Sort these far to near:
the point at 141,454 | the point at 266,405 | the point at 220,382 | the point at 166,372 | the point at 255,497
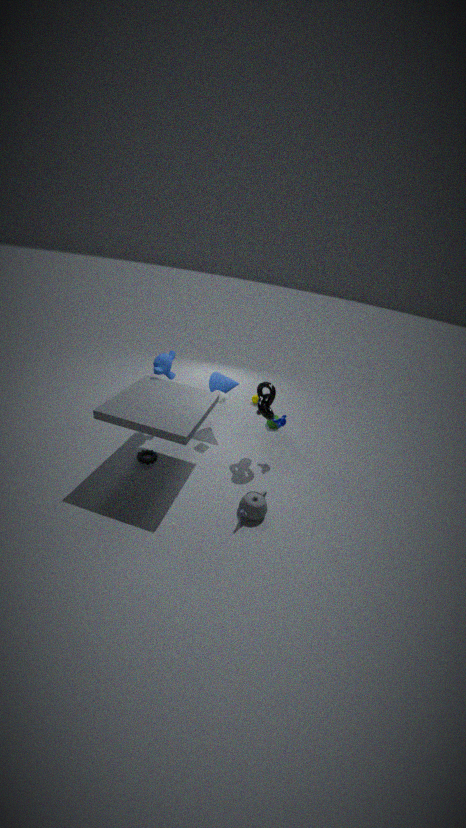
the point at 220,382 → the point at 166,372 → the point at 141,454 → the point at 266,405 → the point at 255,497
